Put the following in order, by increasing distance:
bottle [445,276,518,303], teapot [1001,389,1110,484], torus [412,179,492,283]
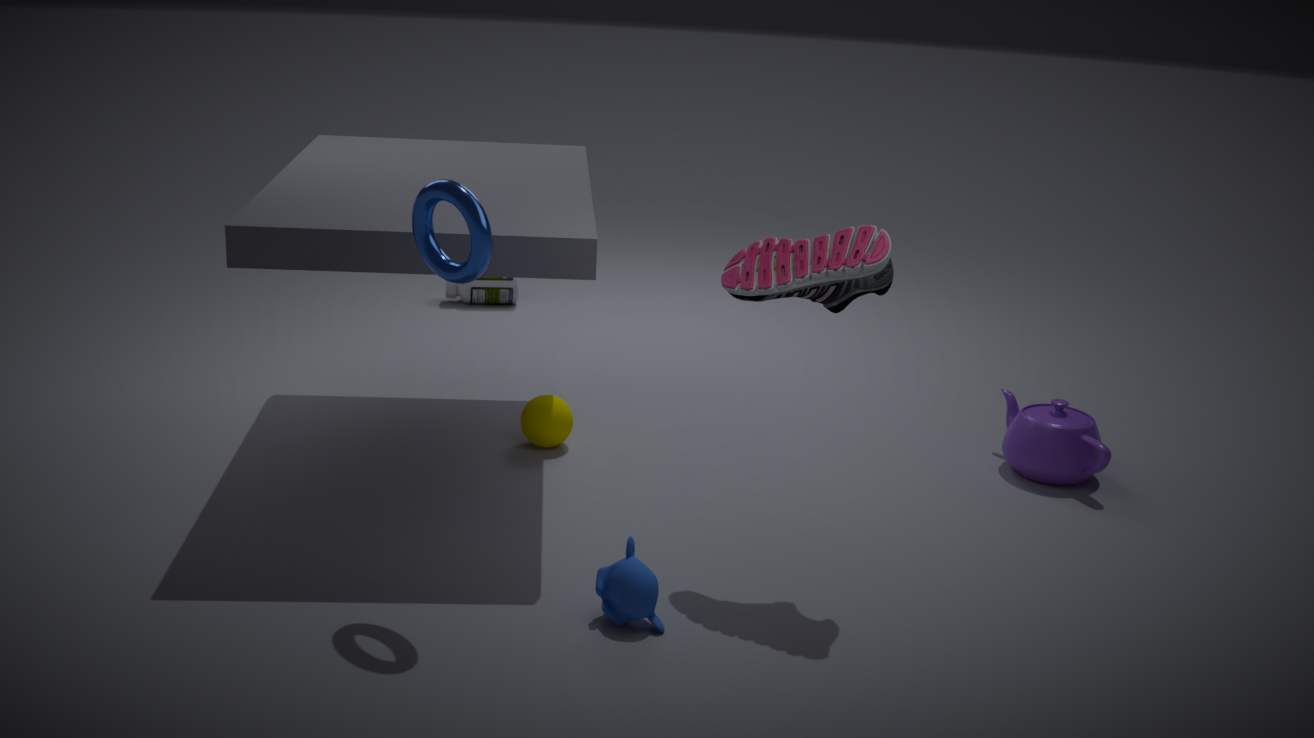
torus [412,179,492,283], teapot [1001,389,1110,484], bottle [445,276,518,303]
